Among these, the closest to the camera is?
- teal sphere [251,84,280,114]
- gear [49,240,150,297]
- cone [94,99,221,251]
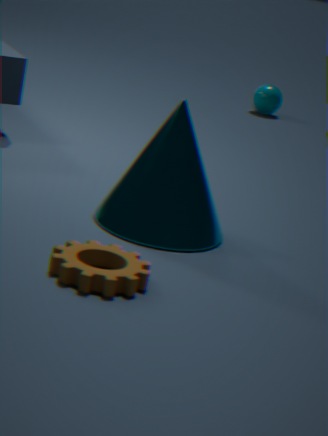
gear [49,240,150,297]
